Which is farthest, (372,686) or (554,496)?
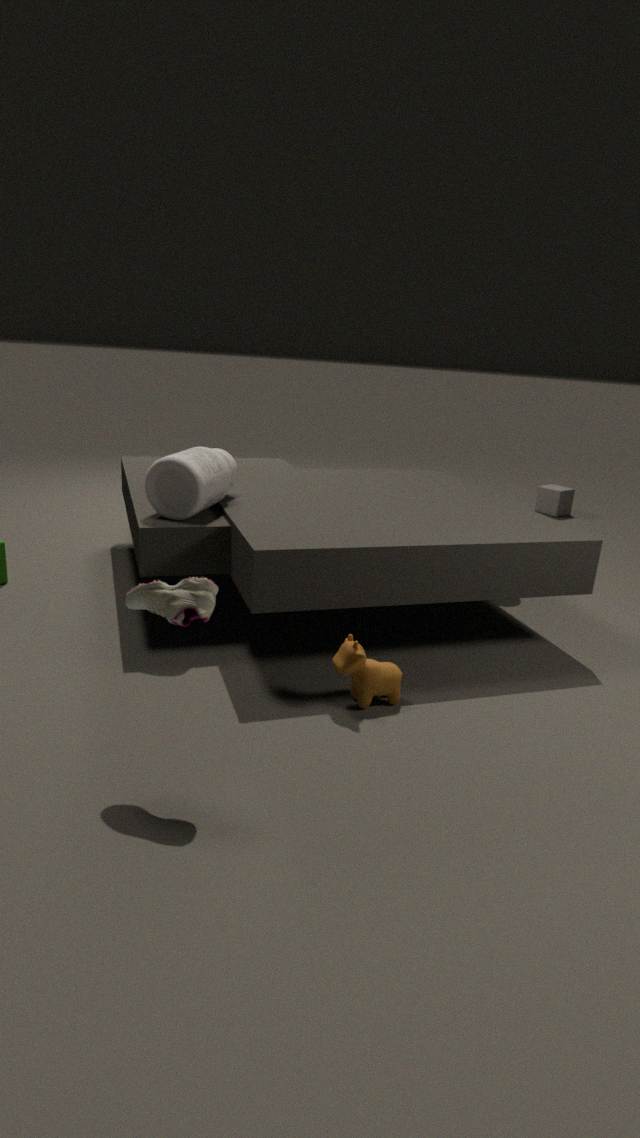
(554,496)
